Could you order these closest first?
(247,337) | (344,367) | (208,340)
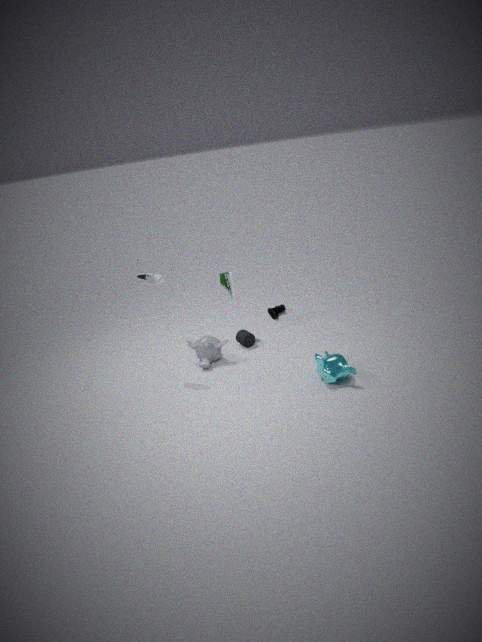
(344,367) → (208,340) → (247,337)
